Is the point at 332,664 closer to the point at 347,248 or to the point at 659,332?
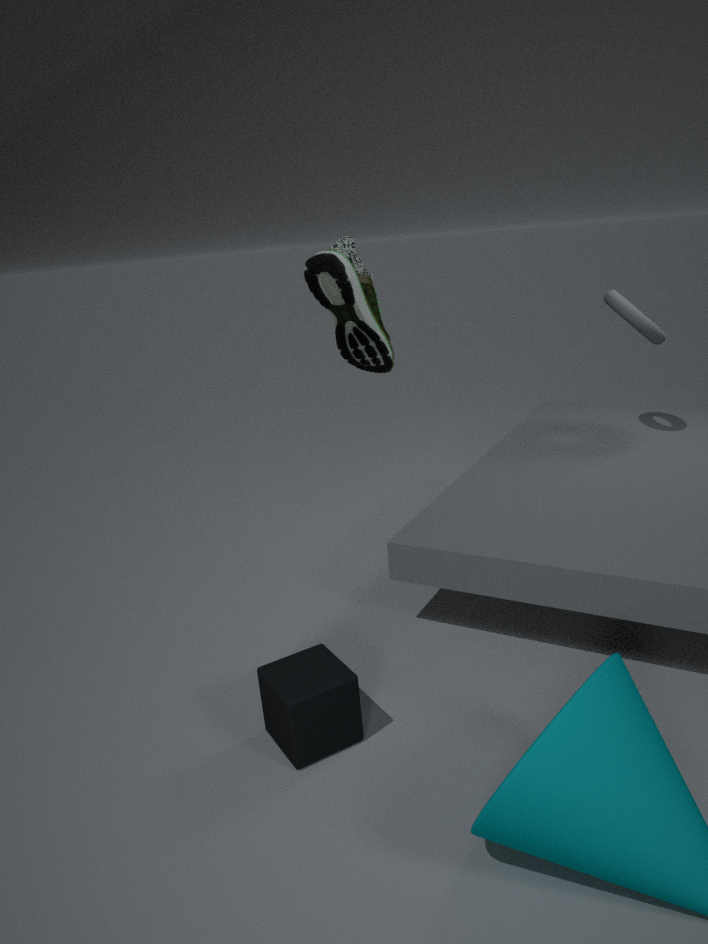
the point at 347,248
